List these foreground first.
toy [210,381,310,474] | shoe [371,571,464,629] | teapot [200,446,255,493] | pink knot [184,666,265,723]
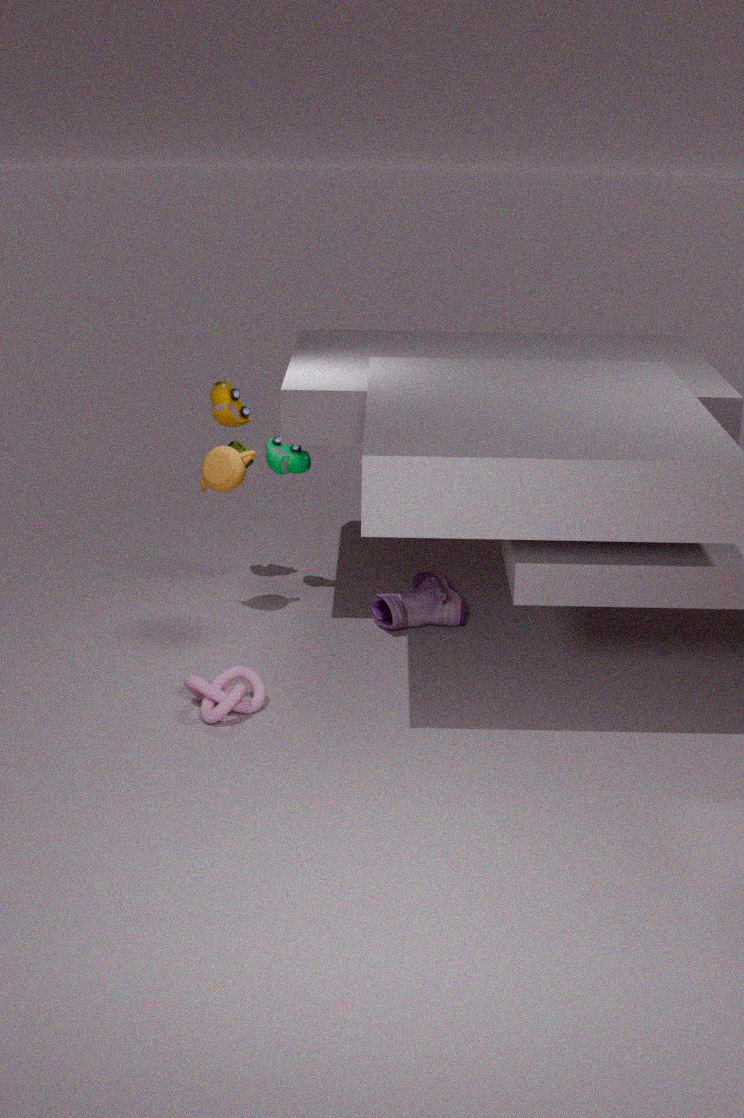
pink knot [184,666,265,723], teapot [200,446,255,493], shoe [371,571,464,629], toy [210,381,310,474]
